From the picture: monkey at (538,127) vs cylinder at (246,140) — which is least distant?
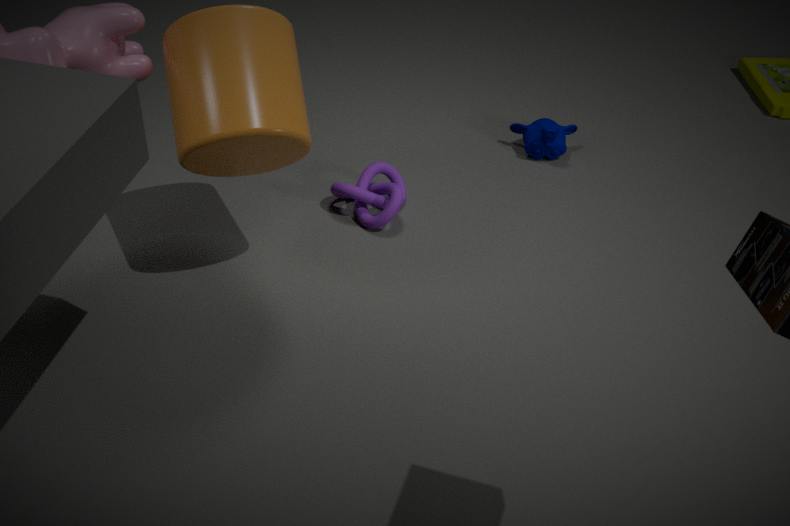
cylinder at (246,140)
